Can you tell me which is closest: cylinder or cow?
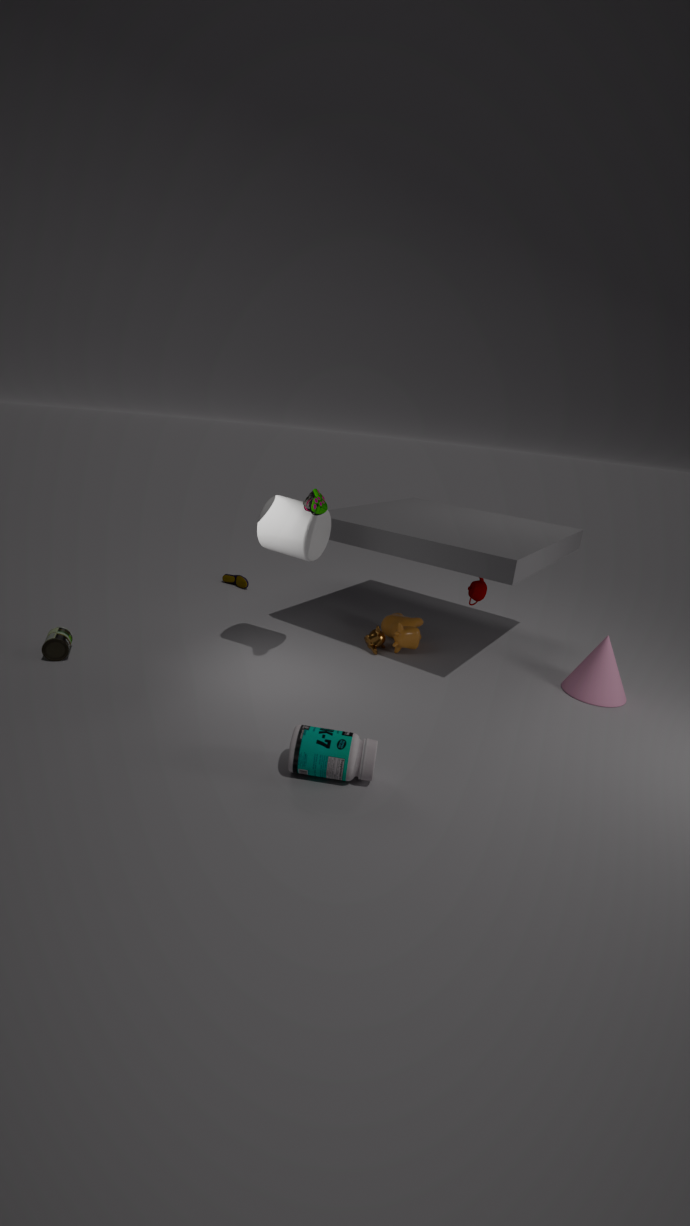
cylinder
